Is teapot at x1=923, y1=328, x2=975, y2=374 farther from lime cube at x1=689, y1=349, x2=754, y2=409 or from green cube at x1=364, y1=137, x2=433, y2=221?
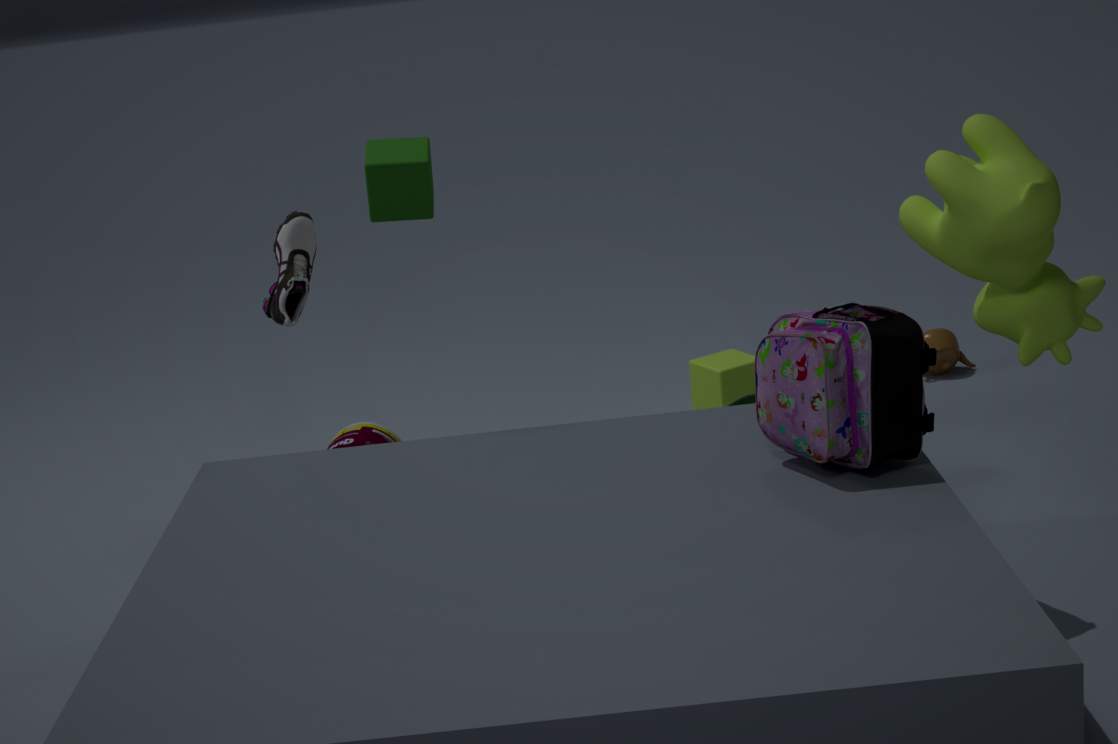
green cube at x1=364, y1=137, x2=433, y2=221
